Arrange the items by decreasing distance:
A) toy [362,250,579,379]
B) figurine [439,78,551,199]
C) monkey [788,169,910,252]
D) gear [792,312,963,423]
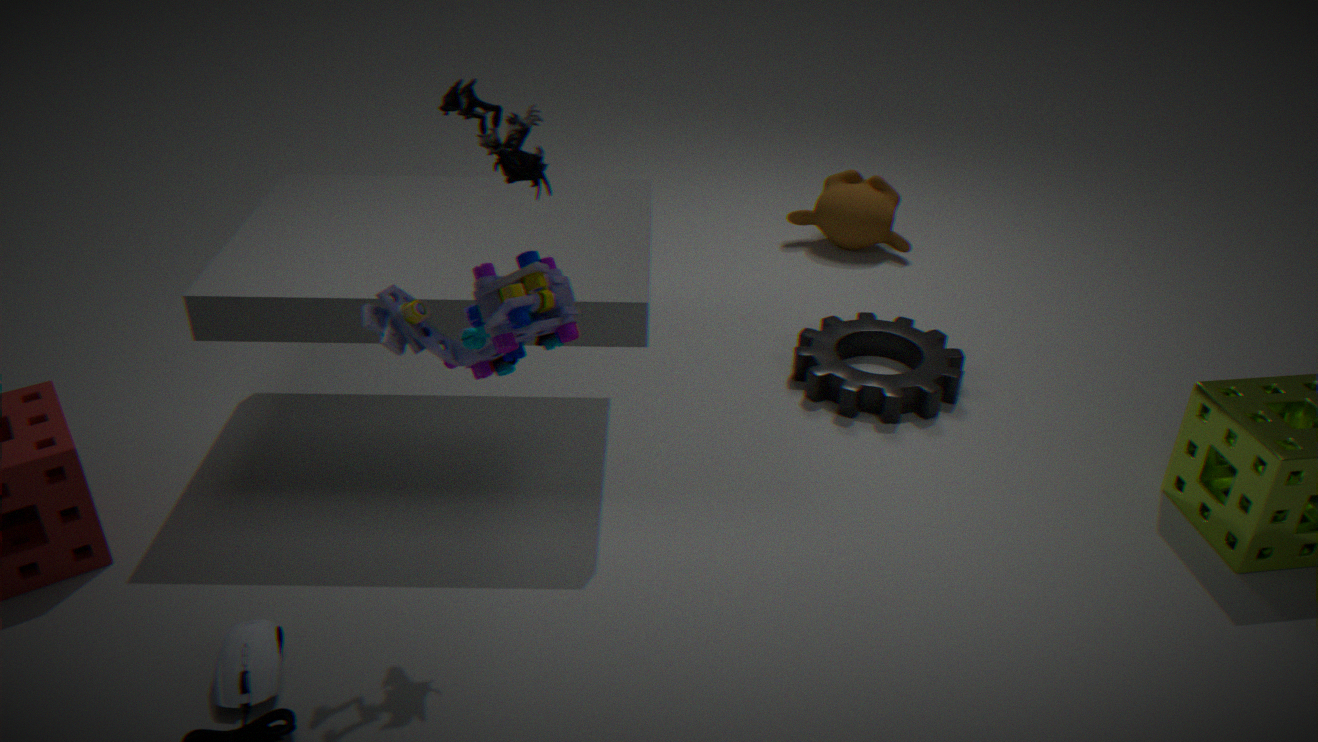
monkey [788,169,910,252] < gear [792,312,963,423] < figurine [439,78,551,199] < toy [362,250,579,379]
